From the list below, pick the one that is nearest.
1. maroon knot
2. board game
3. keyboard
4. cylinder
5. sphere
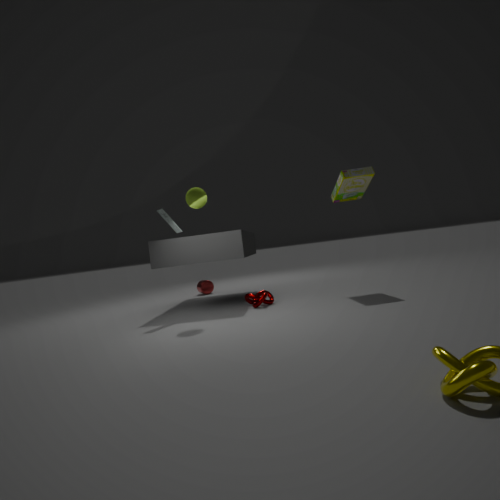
sphere
